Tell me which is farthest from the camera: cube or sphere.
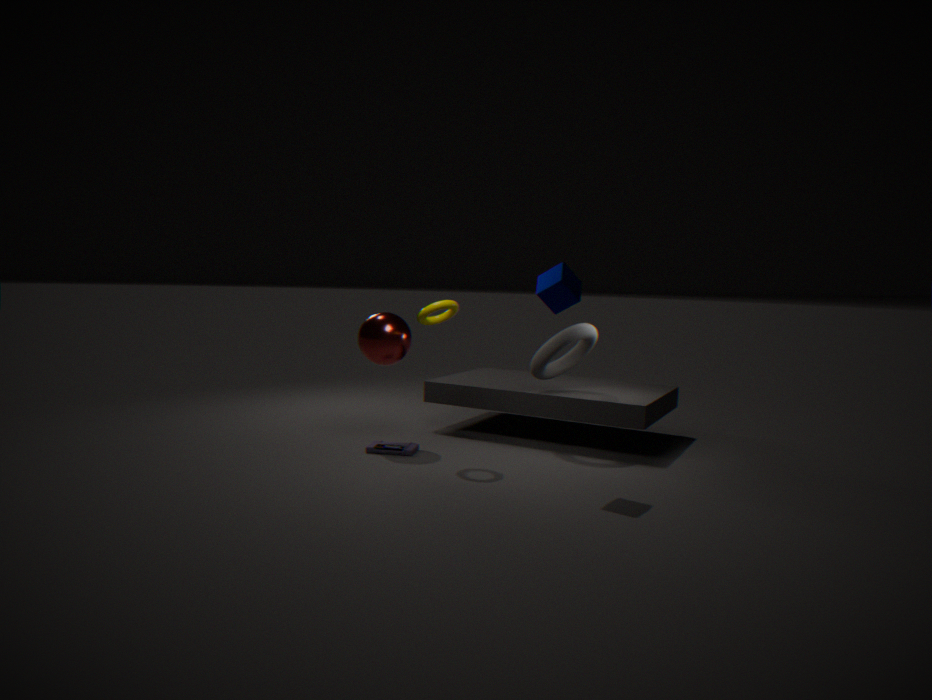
sphere
